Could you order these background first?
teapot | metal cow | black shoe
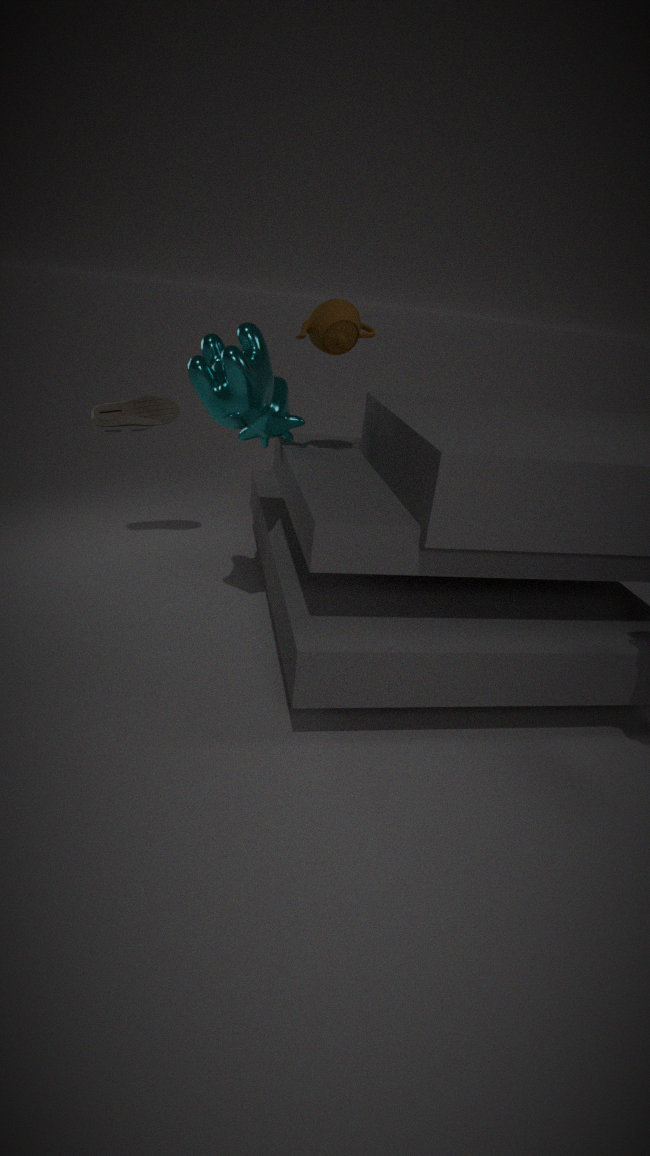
black shoe → teapot → metal cow
